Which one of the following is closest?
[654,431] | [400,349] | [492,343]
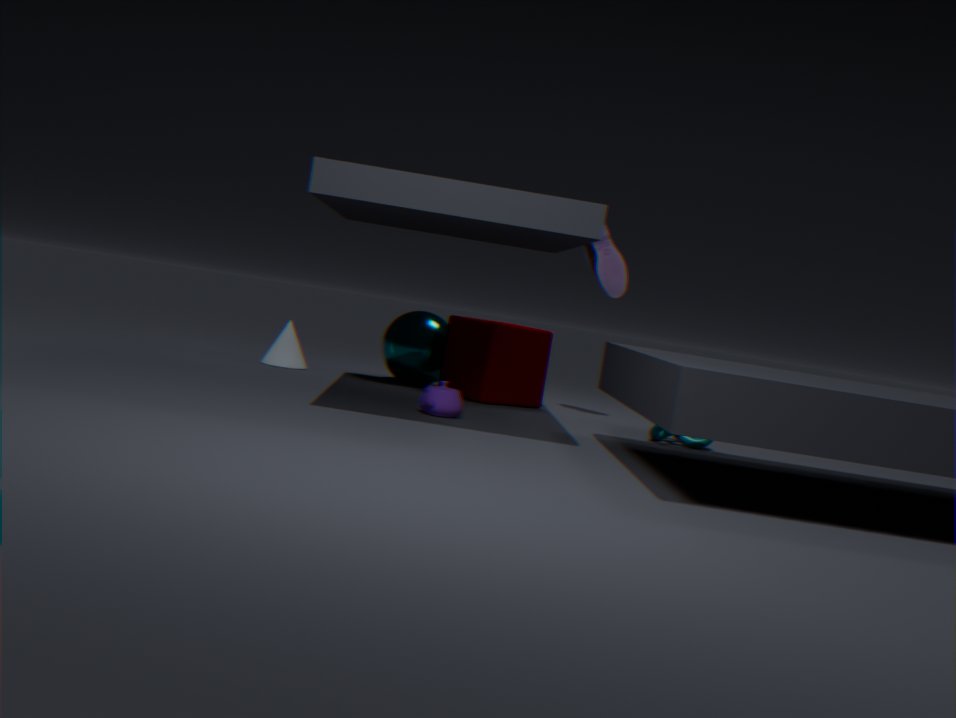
[654,431]
